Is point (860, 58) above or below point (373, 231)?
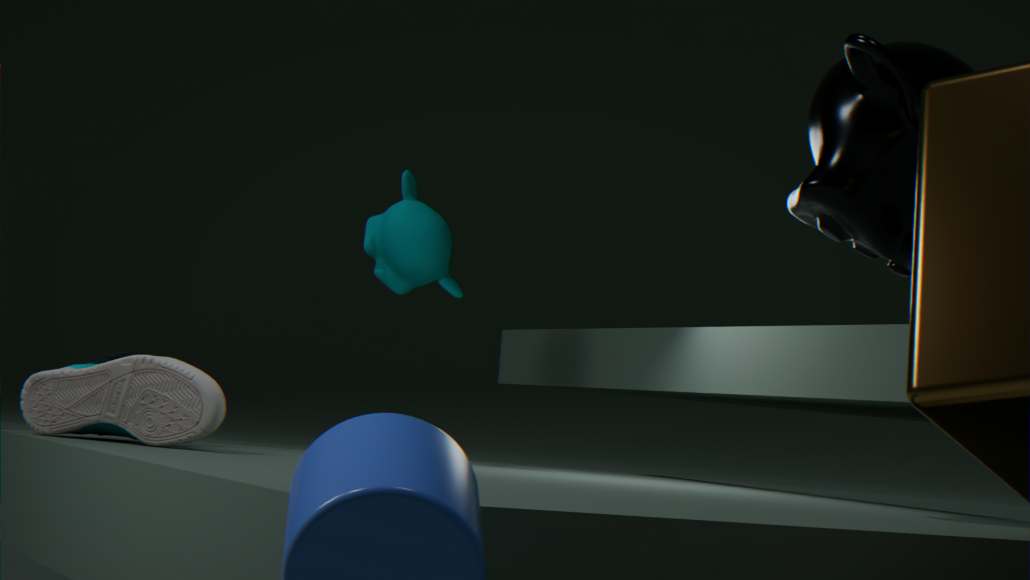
above
